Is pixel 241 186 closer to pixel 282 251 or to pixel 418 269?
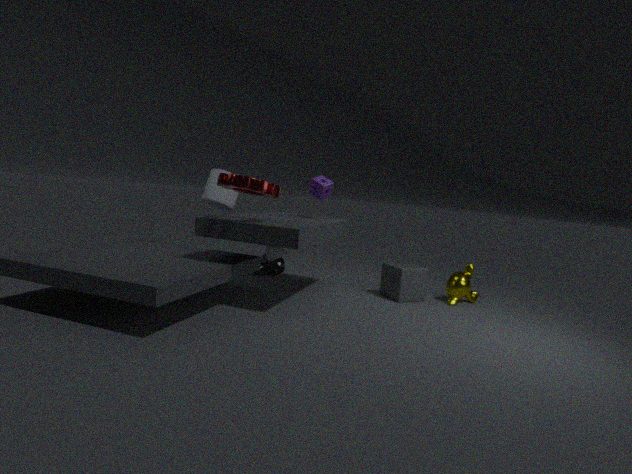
pixel 282 251
